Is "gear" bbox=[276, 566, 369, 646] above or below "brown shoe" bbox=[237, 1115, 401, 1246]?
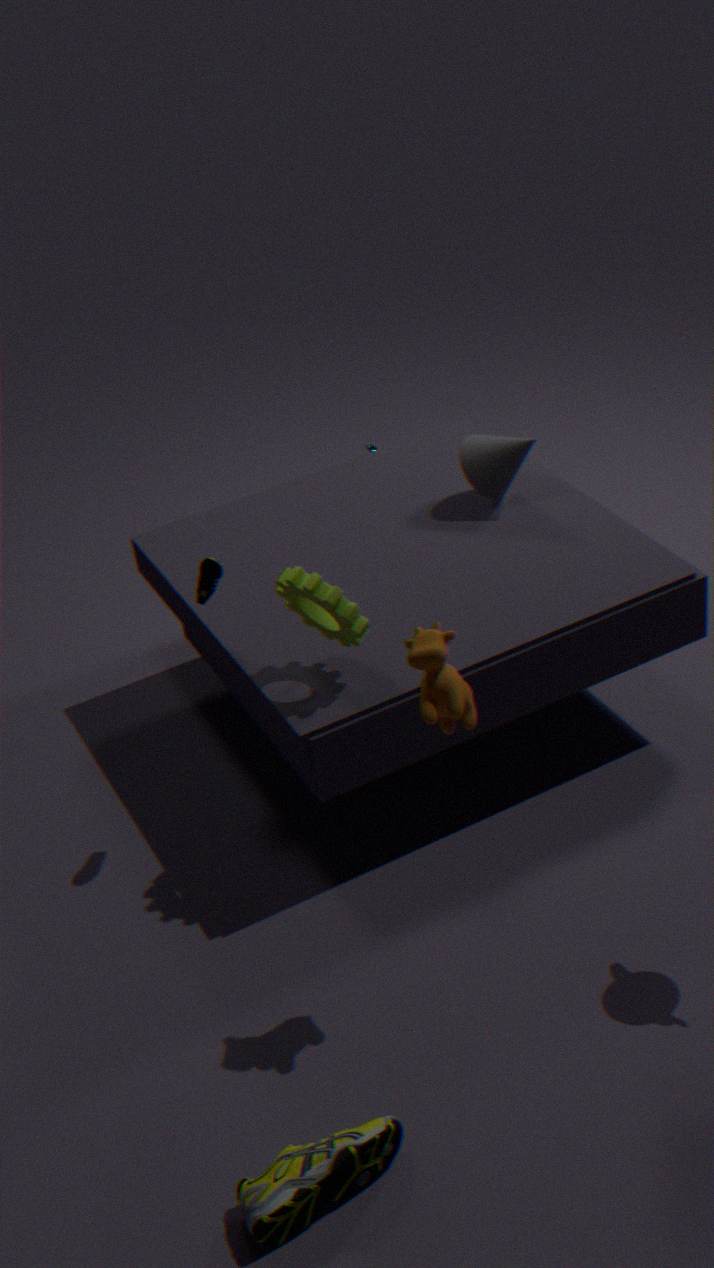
above
